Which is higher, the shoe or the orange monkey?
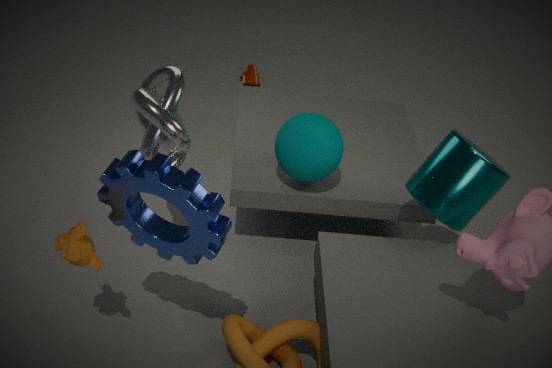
the orange monkey
